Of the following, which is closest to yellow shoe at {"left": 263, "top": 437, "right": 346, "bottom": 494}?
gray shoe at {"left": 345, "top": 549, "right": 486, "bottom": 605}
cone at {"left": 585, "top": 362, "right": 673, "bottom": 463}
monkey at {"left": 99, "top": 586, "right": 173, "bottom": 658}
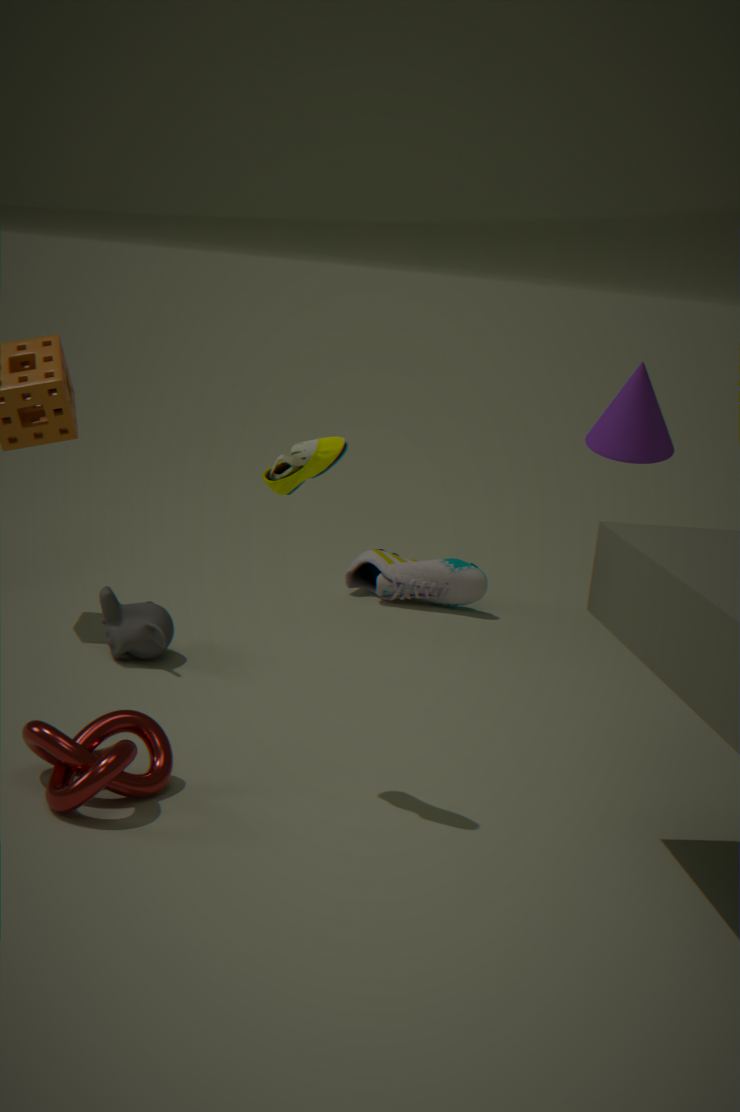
monkey at {"left": 99, "top": 586, "right": 173, "bottom": 658}
